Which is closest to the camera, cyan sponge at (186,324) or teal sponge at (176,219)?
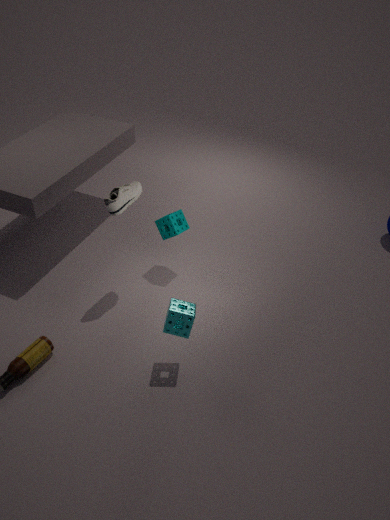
cyan sponge at (186,324)
